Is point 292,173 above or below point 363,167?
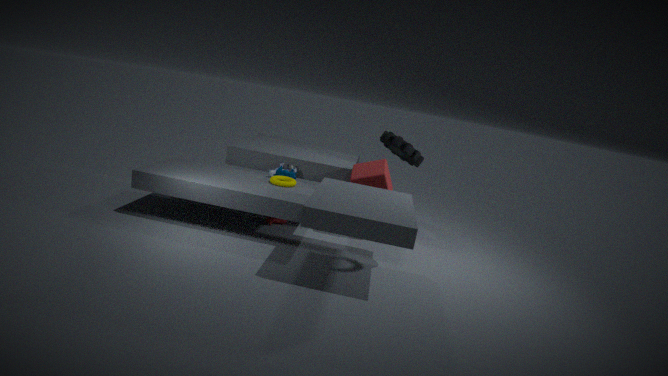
below
